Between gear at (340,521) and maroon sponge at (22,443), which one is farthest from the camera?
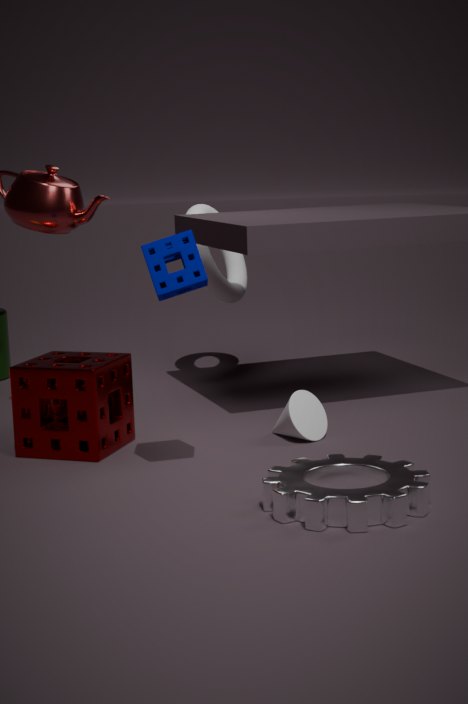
maroon sponge at (22,443)
